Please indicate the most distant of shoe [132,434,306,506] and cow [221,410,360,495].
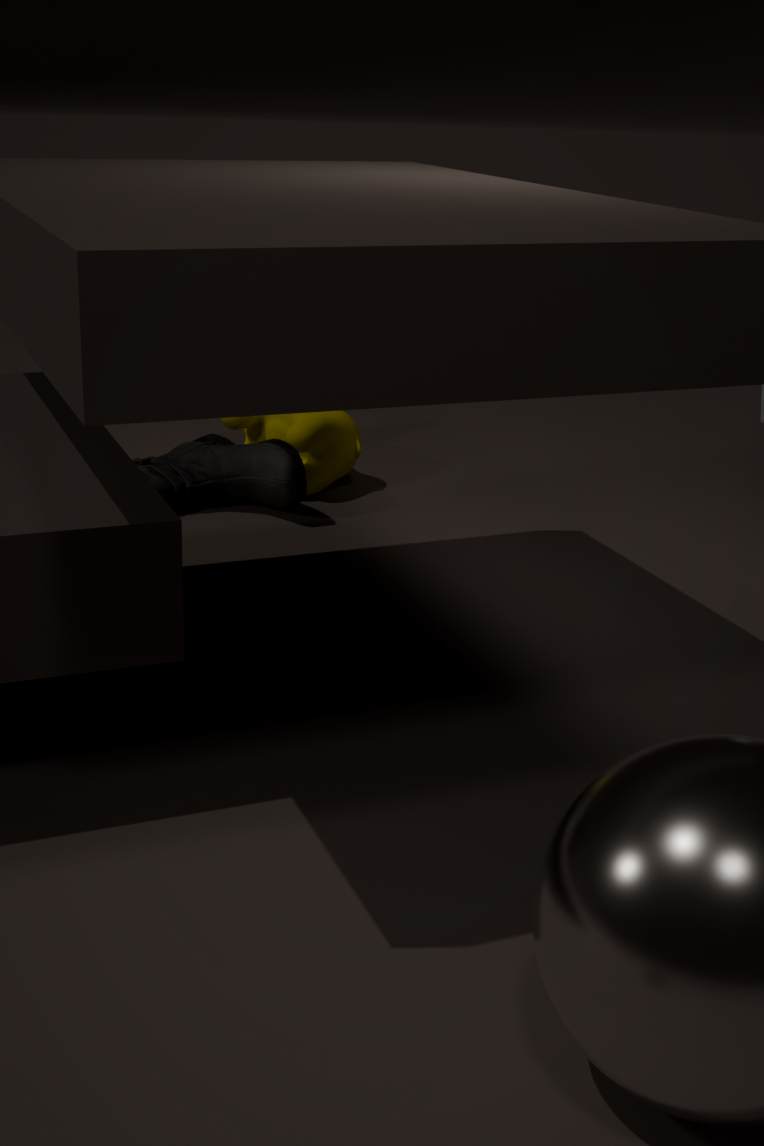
cow [221,410,360,495]
